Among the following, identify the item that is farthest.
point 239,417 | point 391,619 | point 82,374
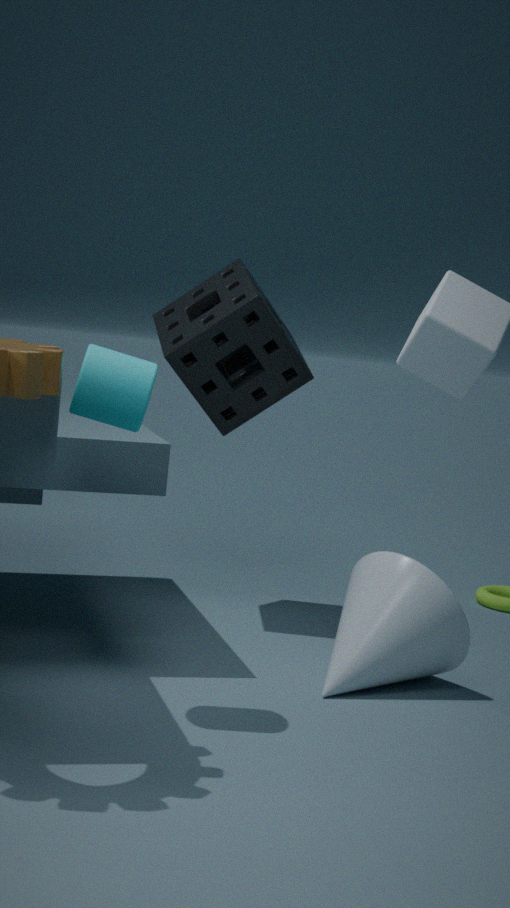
point 239,417
